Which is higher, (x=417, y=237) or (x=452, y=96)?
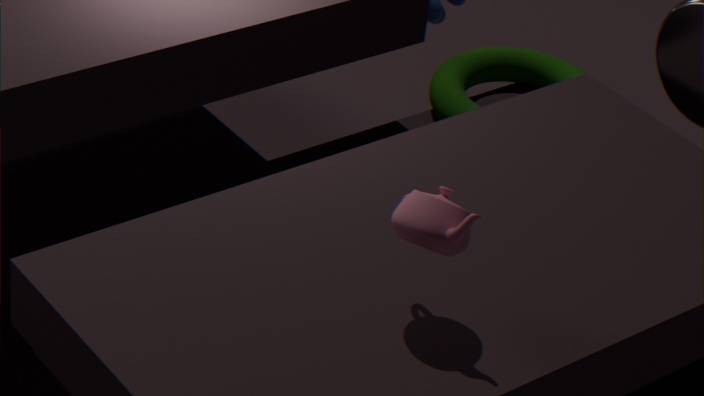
(x=417, y=237)
